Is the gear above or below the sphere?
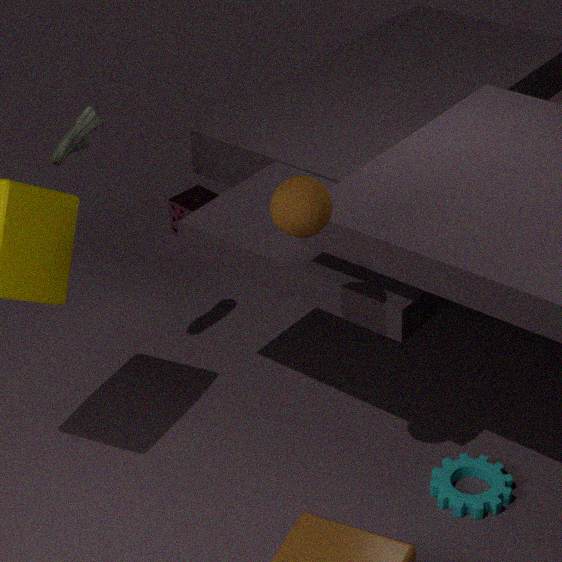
below
